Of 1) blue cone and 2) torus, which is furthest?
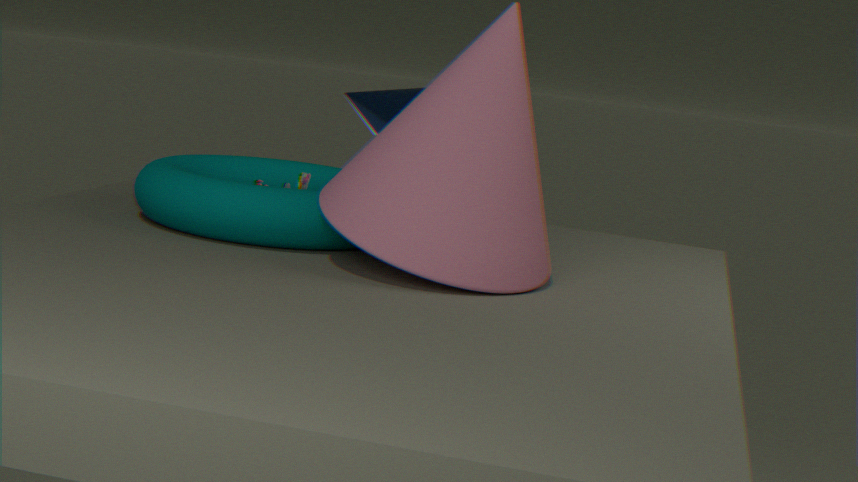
1. blue cone
